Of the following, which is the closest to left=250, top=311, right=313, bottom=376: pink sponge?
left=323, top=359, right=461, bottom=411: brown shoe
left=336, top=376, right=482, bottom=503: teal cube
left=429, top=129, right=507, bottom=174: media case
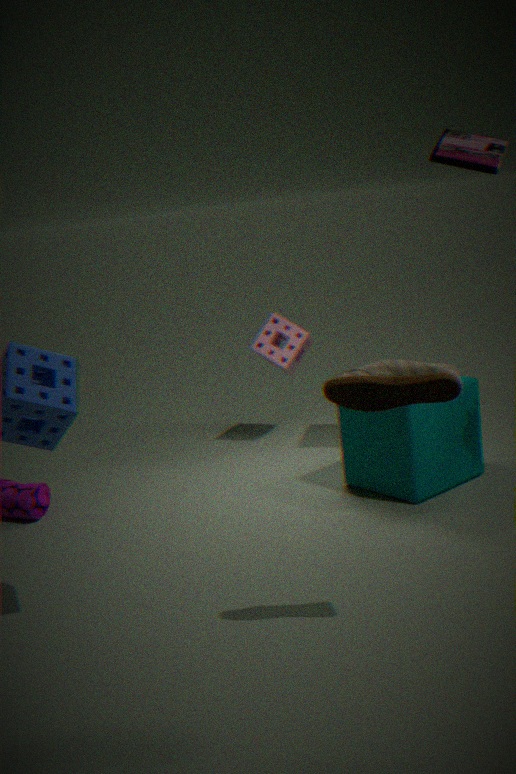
left=336, top=376, right=482, bottom=503: teal cube
